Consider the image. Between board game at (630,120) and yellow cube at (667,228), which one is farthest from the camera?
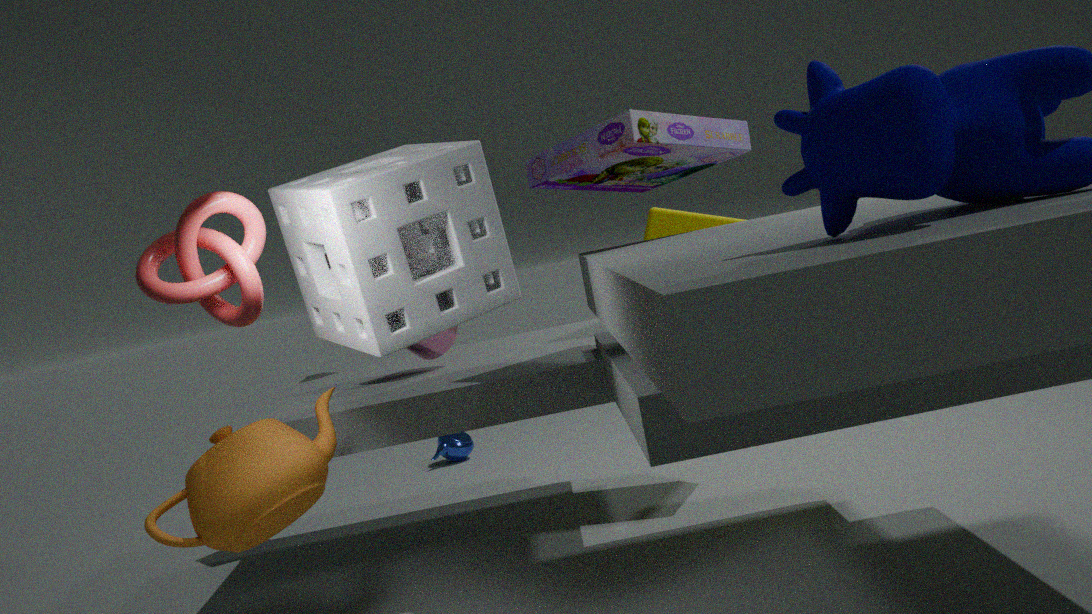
yellow cube at (667,228)
